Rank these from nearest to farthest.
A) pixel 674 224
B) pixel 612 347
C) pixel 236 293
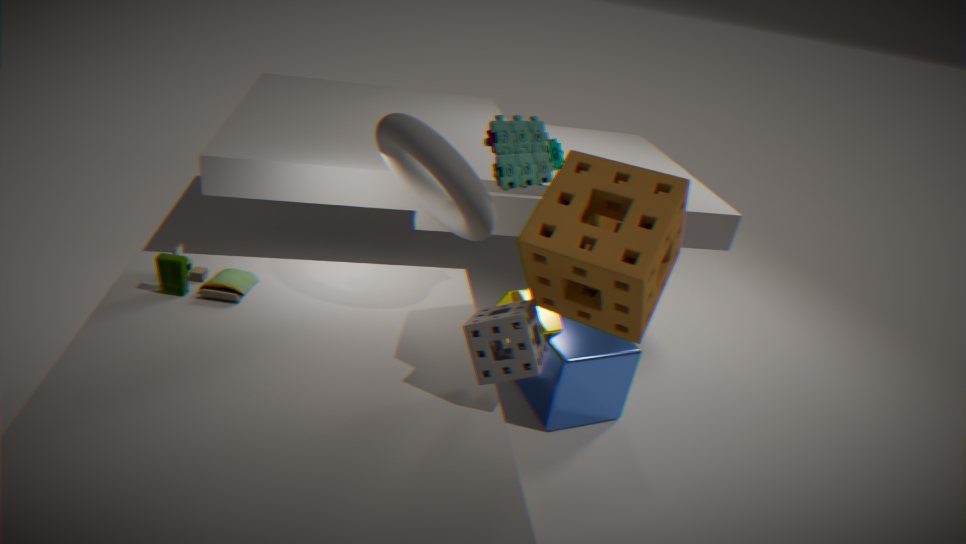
1. pixel 674 224
2. pixel 236 293
3. pixel 612 347
